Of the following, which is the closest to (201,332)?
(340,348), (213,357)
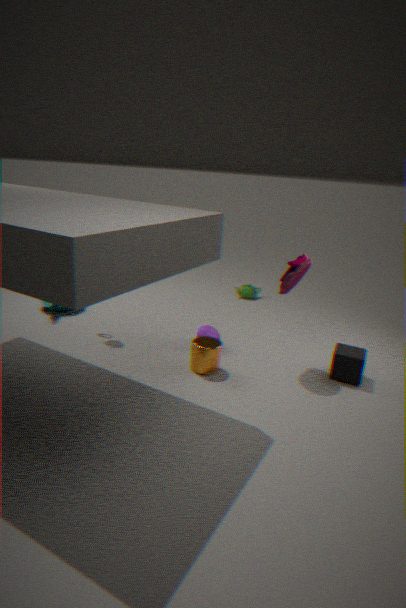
(213,357)
